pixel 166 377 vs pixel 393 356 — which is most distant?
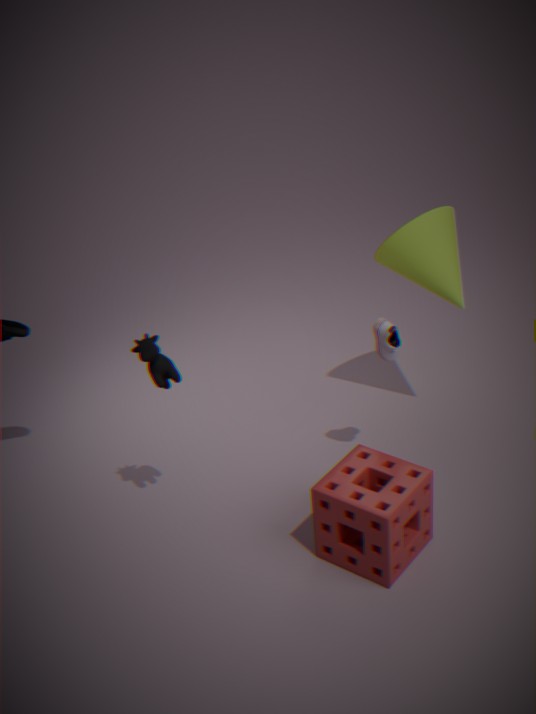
pixel 393 356
